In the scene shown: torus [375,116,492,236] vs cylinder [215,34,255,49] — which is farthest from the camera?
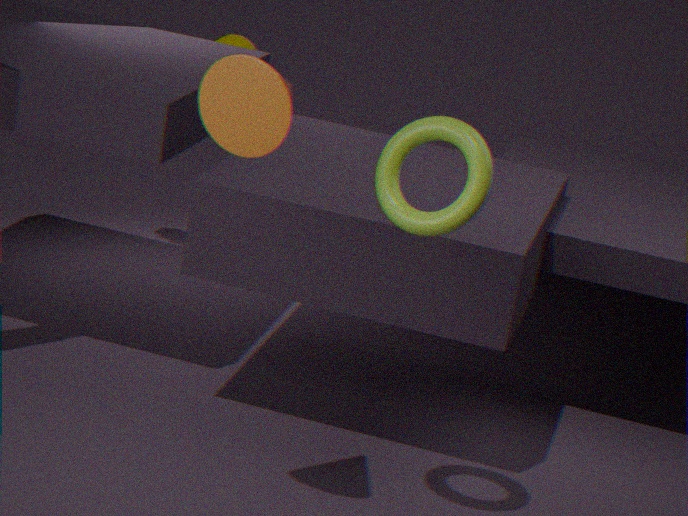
cylinder [215,34,255,49]
